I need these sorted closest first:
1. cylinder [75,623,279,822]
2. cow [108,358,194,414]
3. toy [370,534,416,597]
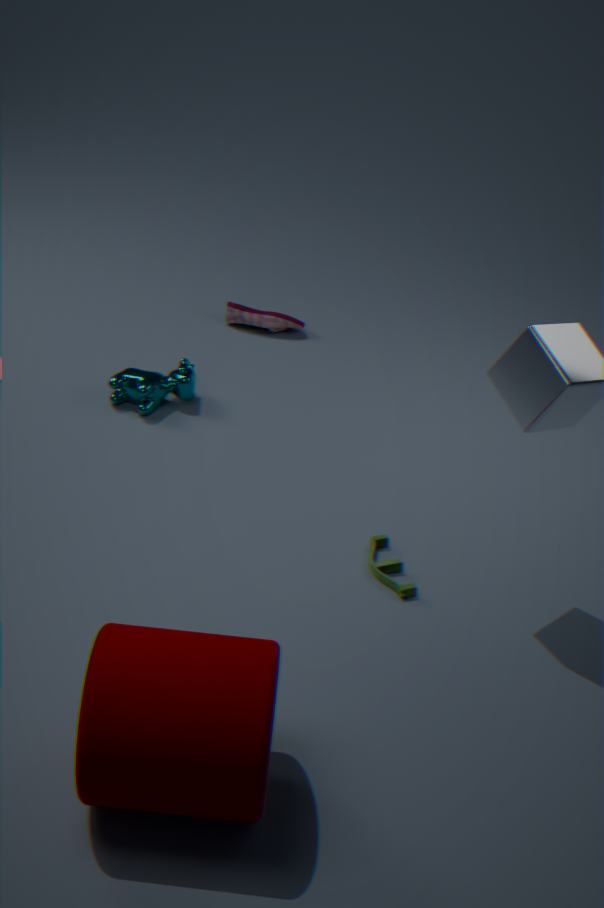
cylinder [75,623,279,822] → toy [370,534,416,597] → cow [108,358,194,414]
